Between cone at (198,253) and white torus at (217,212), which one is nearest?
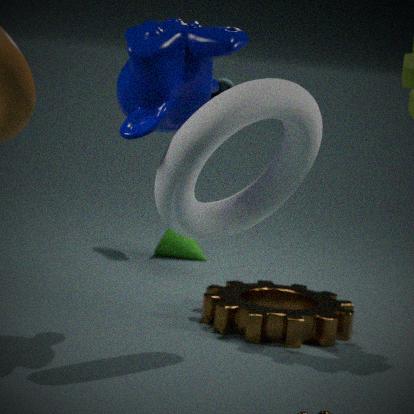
white torus at (217,212)
